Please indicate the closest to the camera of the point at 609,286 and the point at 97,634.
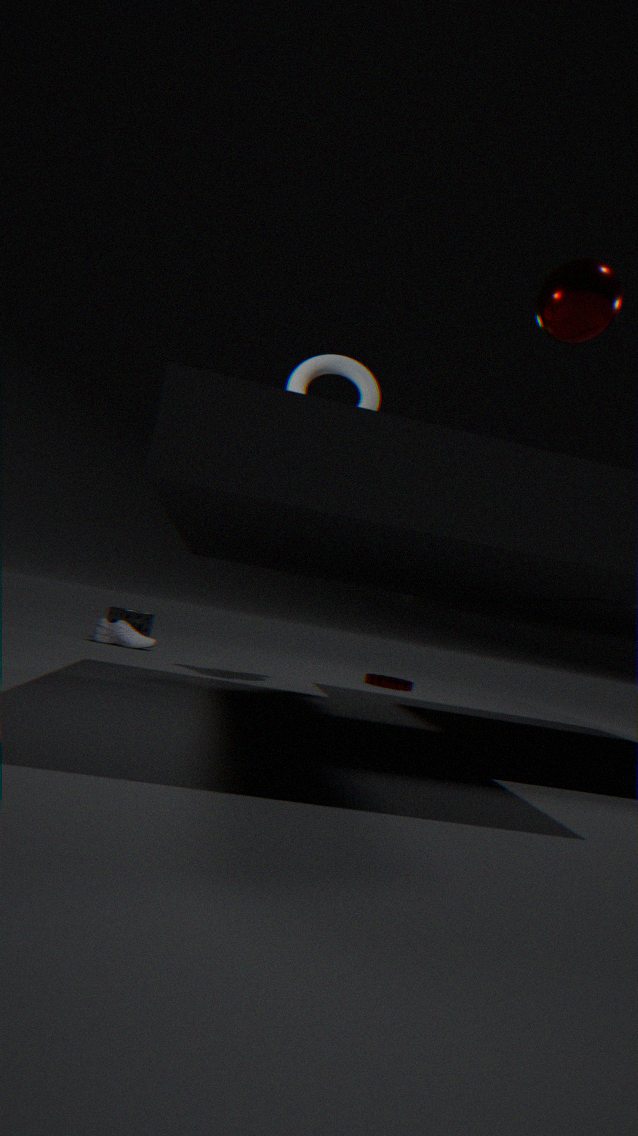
the point at 609,286
